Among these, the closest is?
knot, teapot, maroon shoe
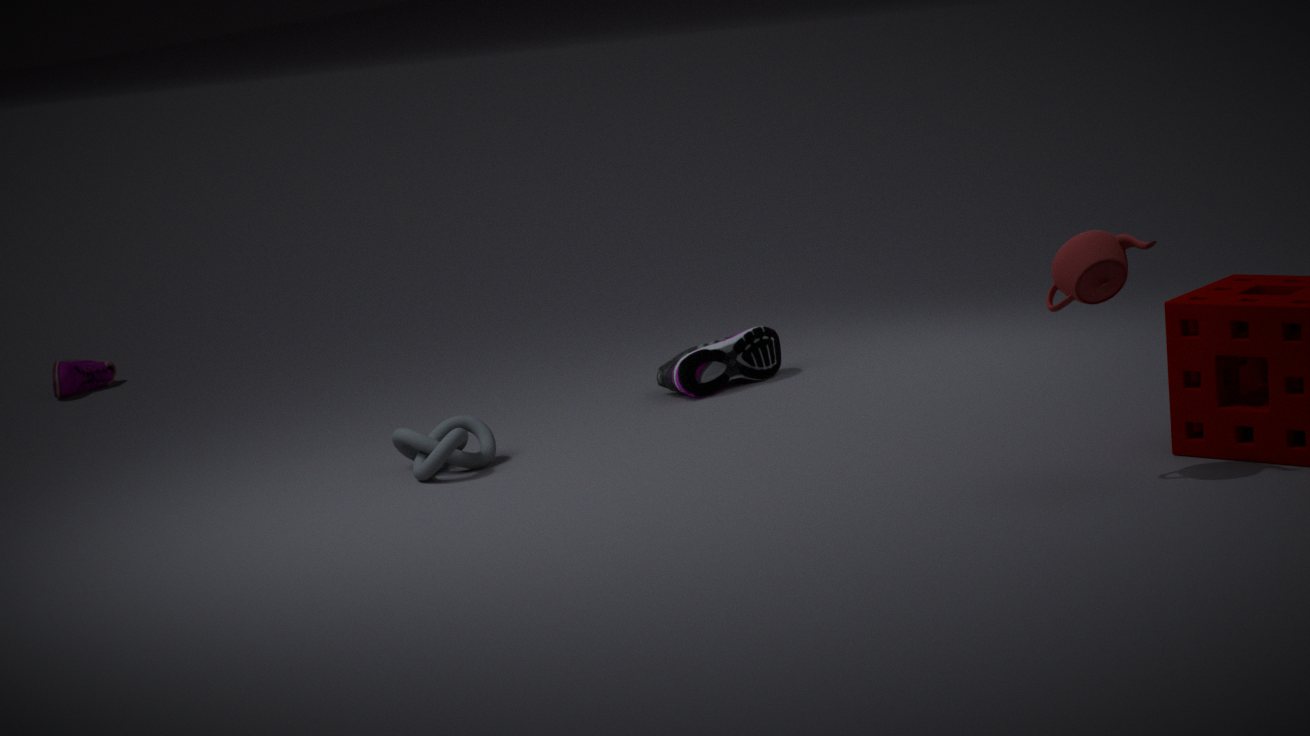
teapot
